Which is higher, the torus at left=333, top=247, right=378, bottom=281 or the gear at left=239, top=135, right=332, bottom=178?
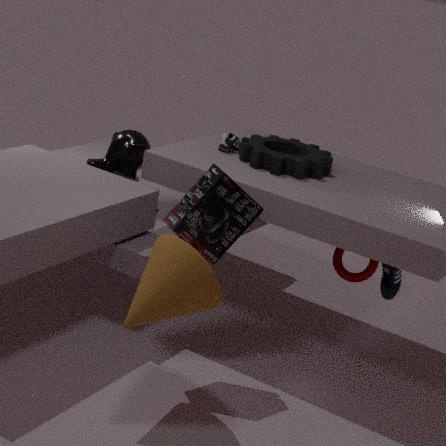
the gear at left=239, top=135, right=332, bottom=178
